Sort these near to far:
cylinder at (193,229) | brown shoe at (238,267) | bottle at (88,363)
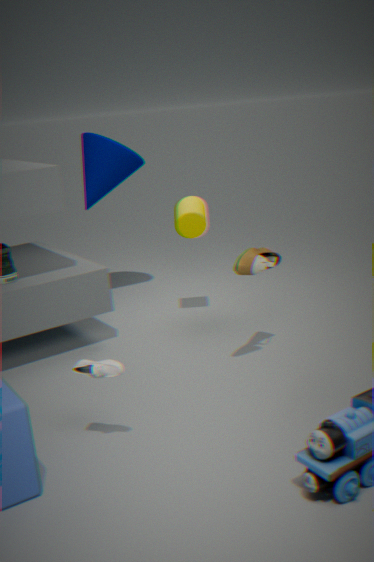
bottle at (88,363), brown shoe at (238,267), cylinder at (193,229)
